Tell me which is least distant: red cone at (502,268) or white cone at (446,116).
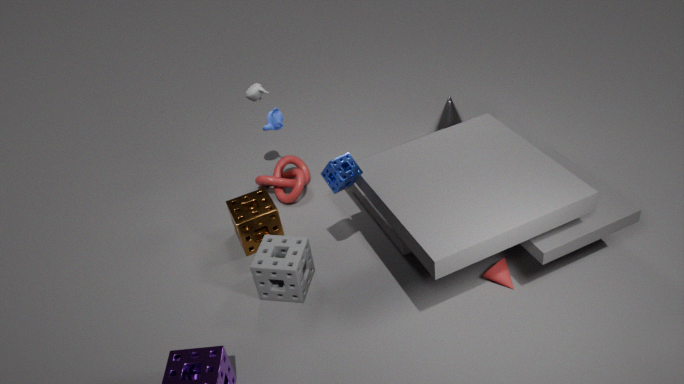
red cone at (502,268)
